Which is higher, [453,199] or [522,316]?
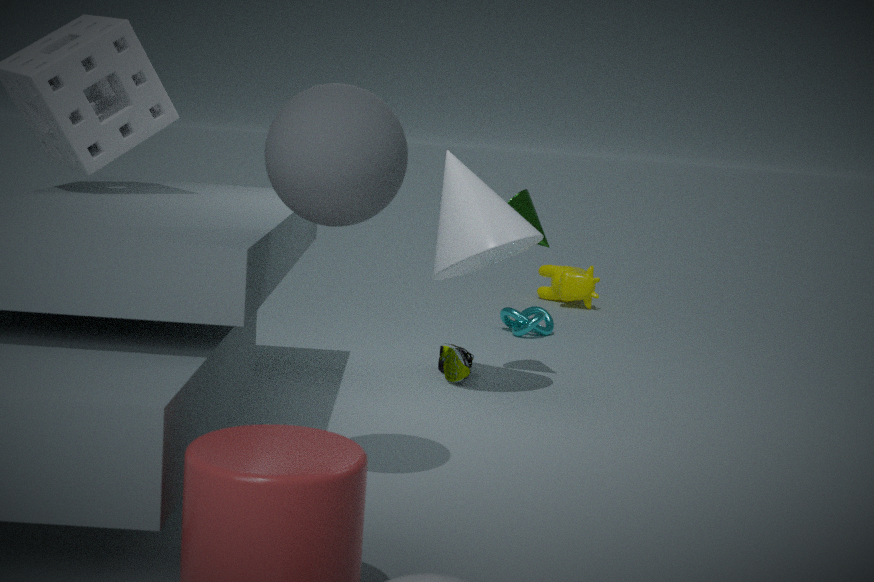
[453,199]
